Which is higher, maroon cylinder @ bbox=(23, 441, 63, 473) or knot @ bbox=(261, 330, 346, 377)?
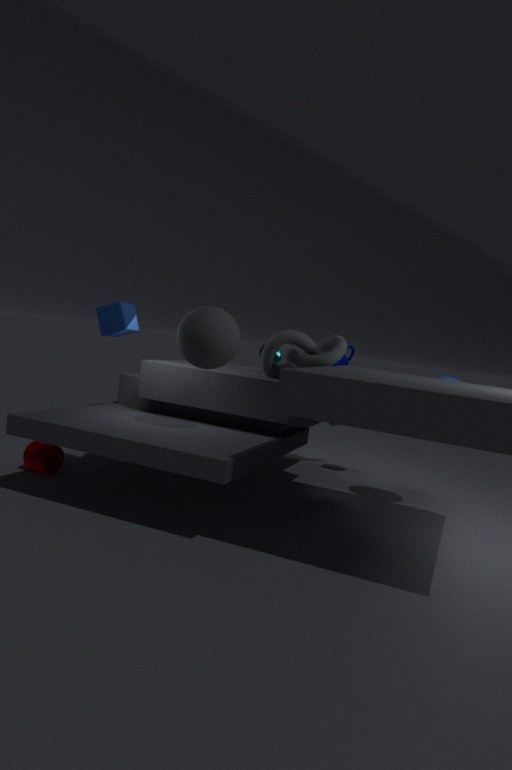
knot @ bbox=(261, 330, 346, 377)
